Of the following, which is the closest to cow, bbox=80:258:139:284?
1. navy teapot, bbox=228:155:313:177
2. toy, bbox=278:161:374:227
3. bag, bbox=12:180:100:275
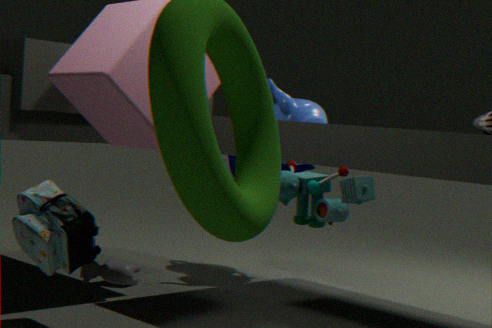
navy teapot, bbox=228:155:313:177
